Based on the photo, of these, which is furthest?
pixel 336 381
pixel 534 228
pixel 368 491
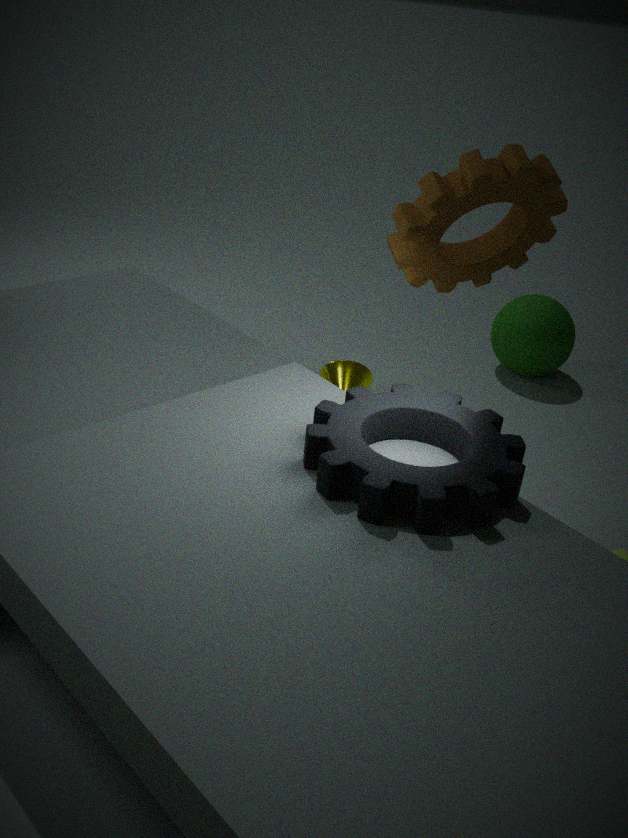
pixel 336 381
